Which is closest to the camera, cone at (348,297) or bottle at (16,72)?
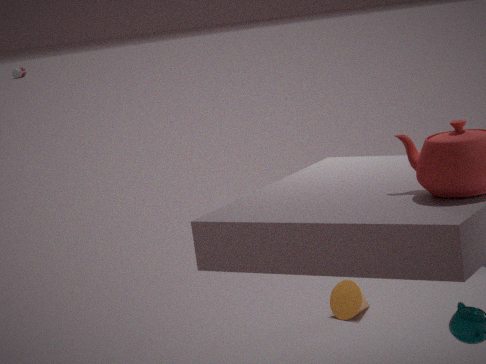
cone at (348,297)
